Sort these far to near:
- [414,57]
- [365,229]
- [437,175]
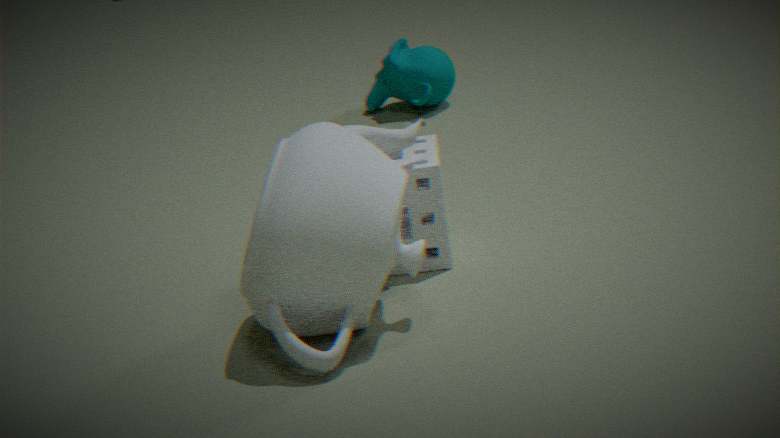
[414,57], [437,175], [365,229]
